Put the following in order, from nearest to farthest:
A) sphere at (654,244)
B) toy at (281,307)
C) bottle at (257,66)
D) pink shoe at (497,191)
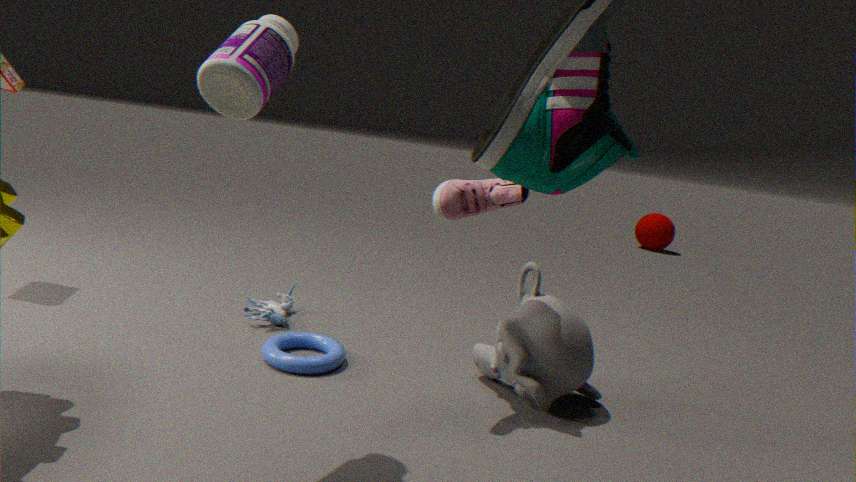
1. bottle at (257,66)
2. pink shoe at (497,191)
3. toy at (281,307)
4. sphere at (654,244)
